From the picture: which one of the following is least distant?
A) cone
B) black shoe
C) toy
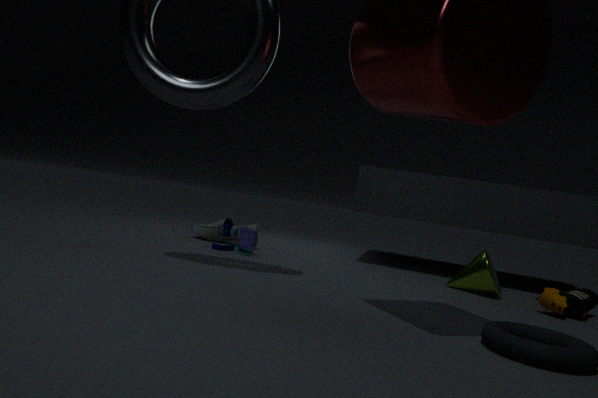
cone
